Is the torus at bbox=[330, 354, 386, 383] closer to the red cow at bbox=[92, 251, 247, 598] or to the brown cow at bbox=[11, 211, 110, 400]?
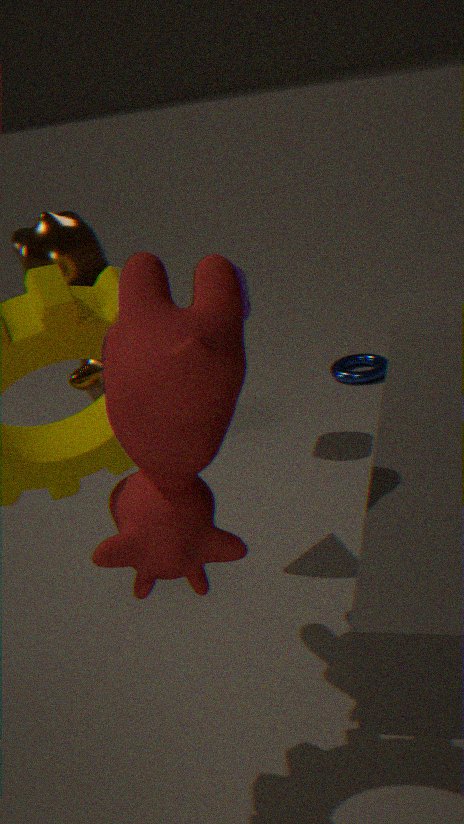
the brown cow at bbox=[11, 211, 110, 400]
